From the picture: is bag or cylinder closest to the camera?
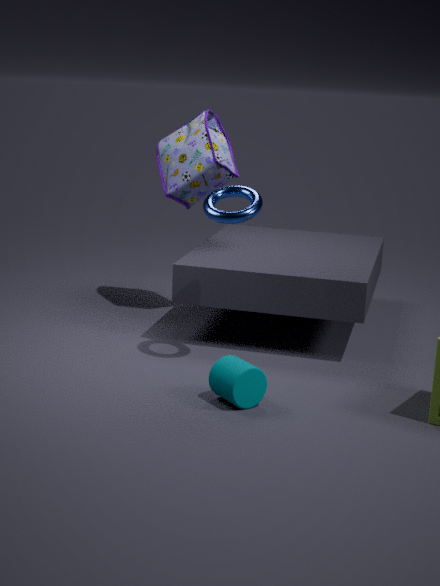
cylinder
